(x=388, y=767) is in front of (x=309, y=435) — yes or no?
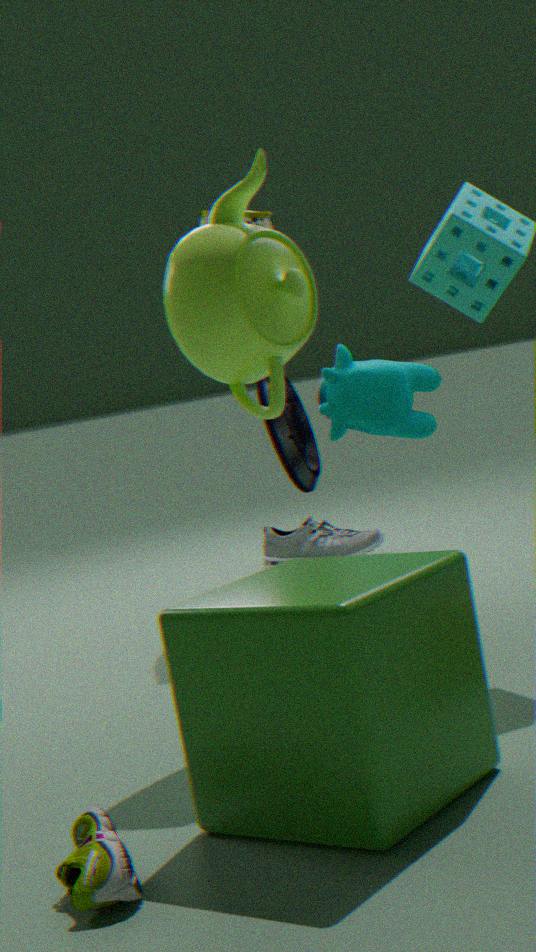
Yes
